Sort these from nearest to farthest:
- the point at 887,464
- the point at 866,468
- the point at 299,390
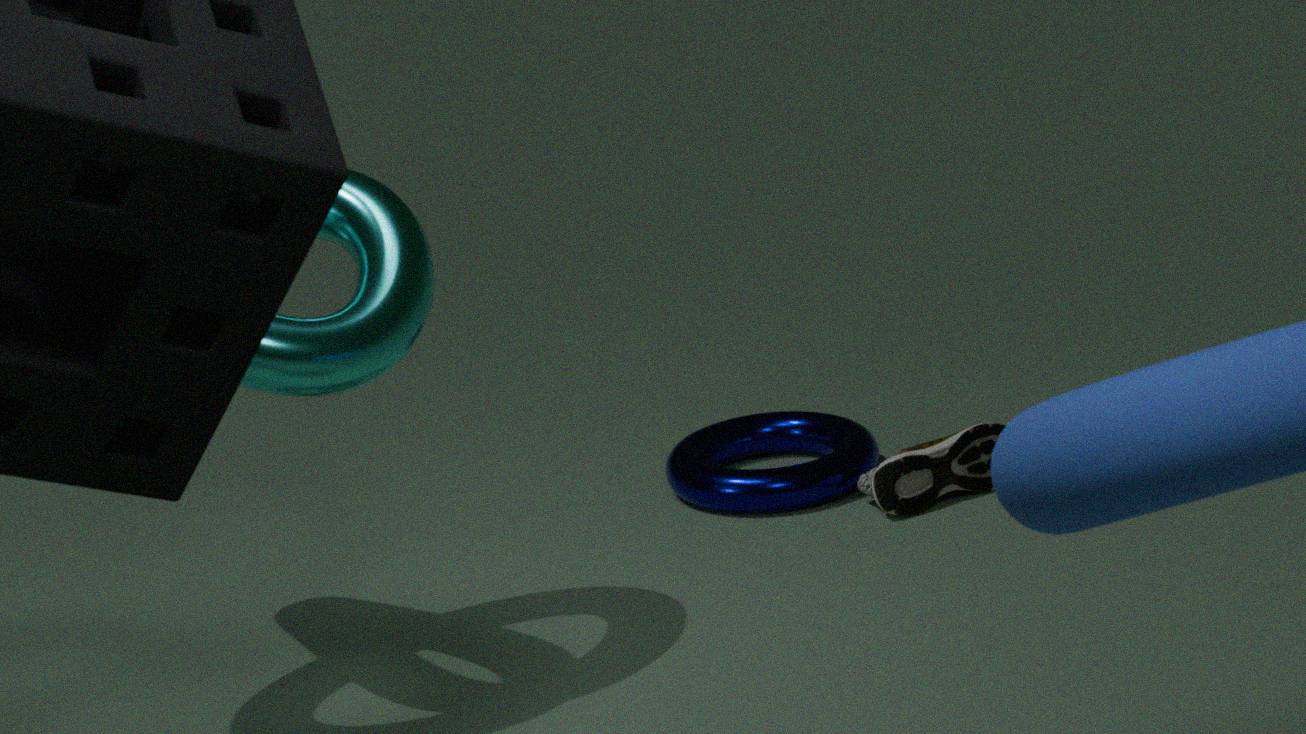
1. the point at 299,390
2. the point at 887,464
3. the point at 866,468
